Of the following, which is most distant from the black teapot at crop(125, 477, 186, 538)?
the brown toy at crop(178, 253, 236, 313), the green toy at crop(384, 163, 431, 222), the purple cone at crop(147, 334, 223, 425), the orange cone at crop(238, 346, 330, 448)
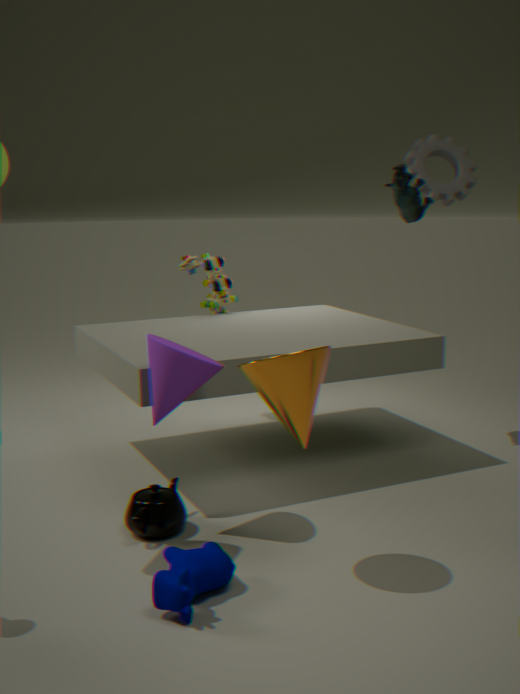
the green toy at crop(384, 163, 431, 222)
